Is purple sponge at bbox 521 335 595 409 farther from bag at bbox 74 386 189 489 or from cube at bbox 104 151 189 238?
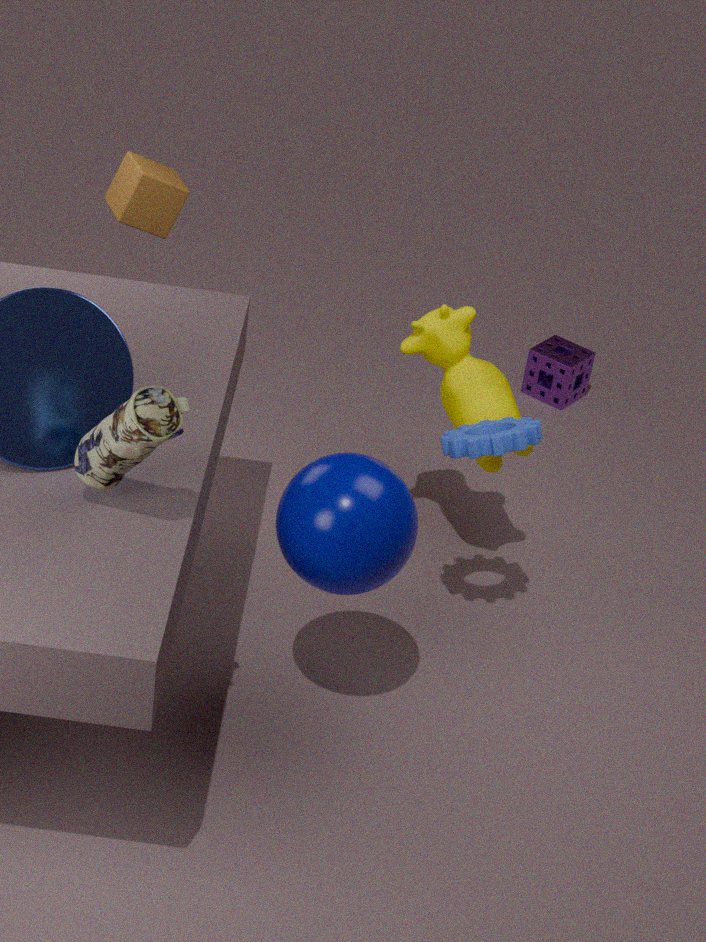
bag at bbox 74 386 189 489
